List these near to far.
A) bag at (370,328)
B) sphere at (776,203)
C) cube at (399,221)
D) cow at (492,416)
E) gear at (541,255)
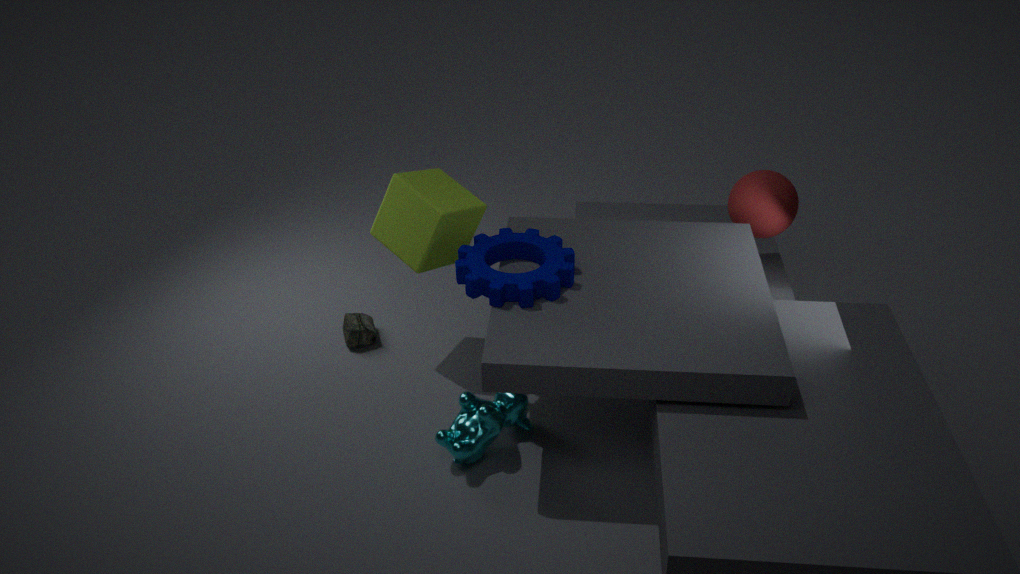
gear at (541,255) → cow at (492,416) → cube at (399,221) → sphere at (776,203) → bag at (370,328)
